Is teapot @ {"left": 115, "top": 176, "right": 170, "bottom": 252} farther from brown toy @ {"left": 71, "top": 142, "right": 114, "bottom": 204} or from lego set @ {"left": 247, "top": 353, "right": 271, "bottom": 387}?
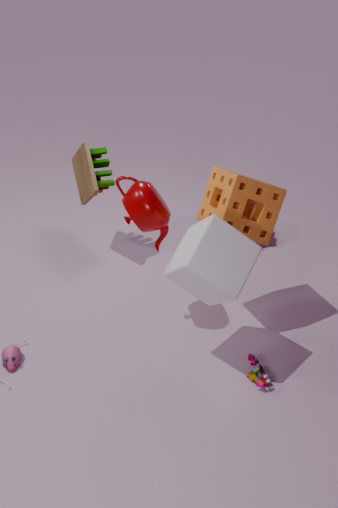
lego set @ {"left": 247, "top": 353, "right": 271, "bottom": 387}
